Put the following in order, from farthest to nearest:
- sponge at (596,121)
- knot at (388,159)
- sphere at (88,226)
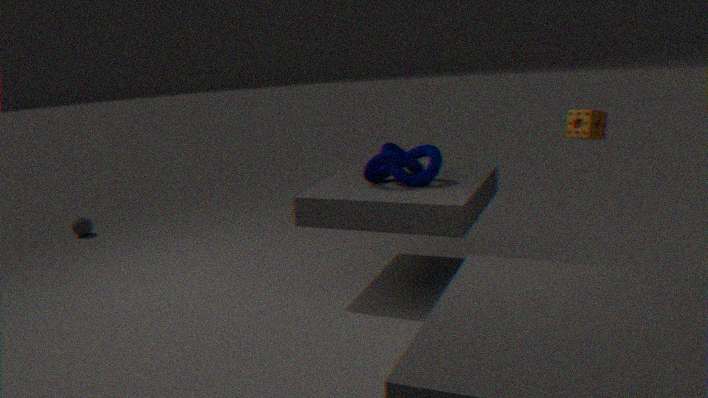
sphere at (88,226) → knot at (388,159) → sponge at (596,121)
